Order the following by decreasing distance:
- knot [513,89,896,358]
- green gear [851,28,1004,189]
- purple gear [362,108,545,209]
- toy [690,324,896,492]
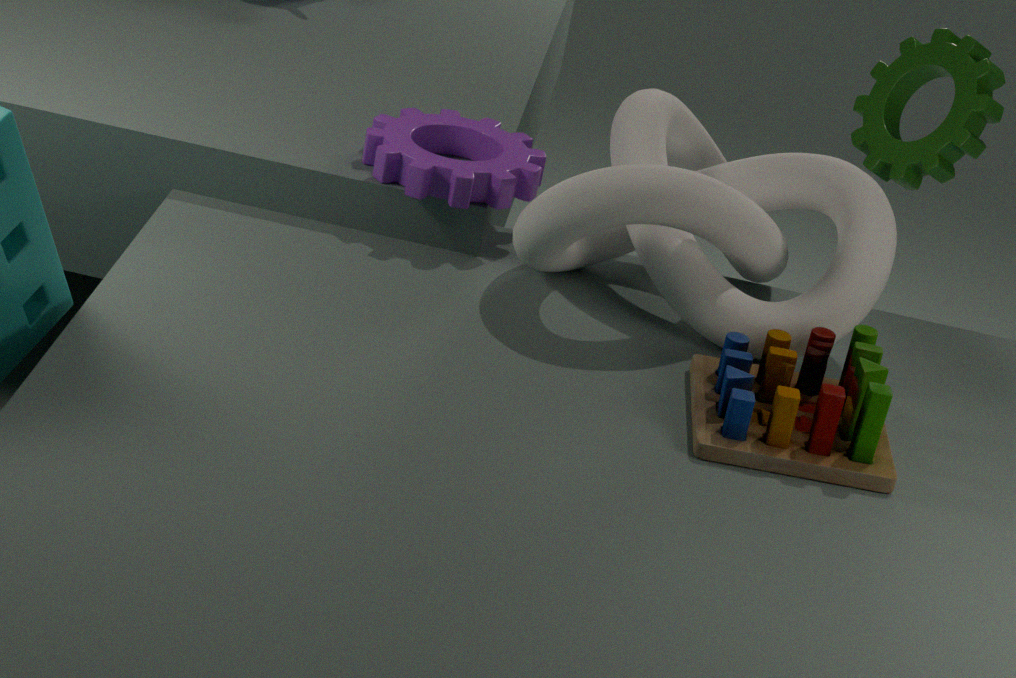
green gear [851,28,1004,189] → purple gear [362,108,545,209] → knot [513,89,896,358] → toy [690,324,896,492]
